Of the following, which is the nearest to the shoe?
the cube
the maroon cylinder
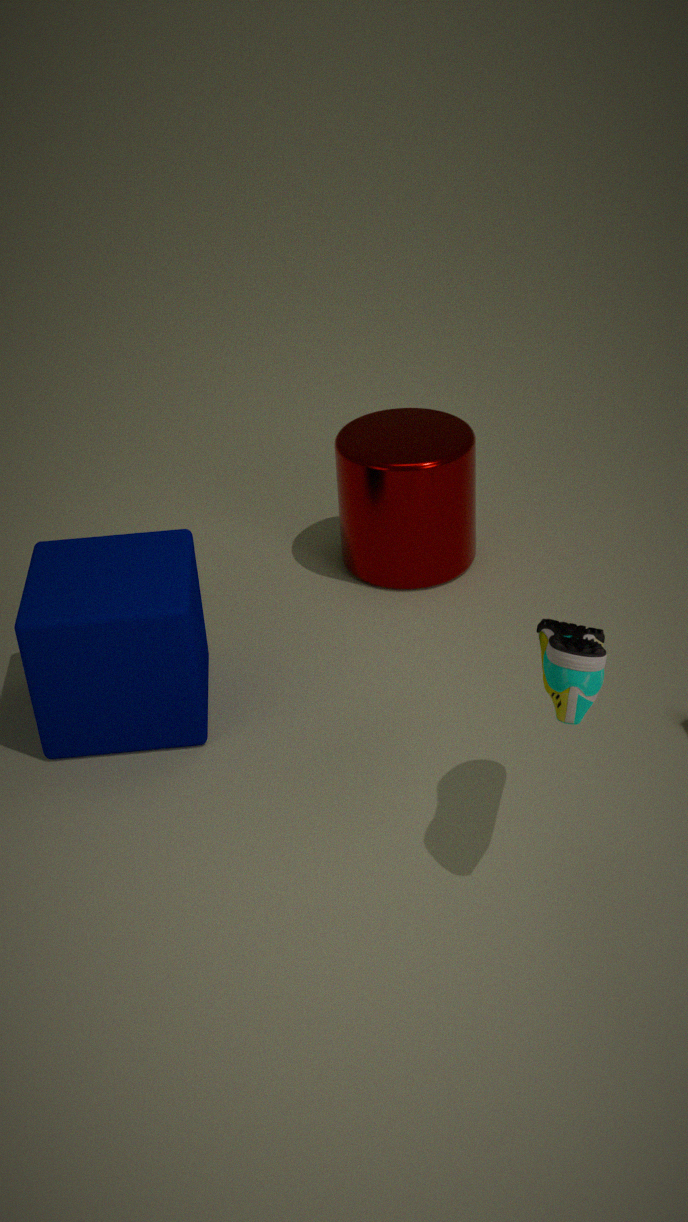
the cube
